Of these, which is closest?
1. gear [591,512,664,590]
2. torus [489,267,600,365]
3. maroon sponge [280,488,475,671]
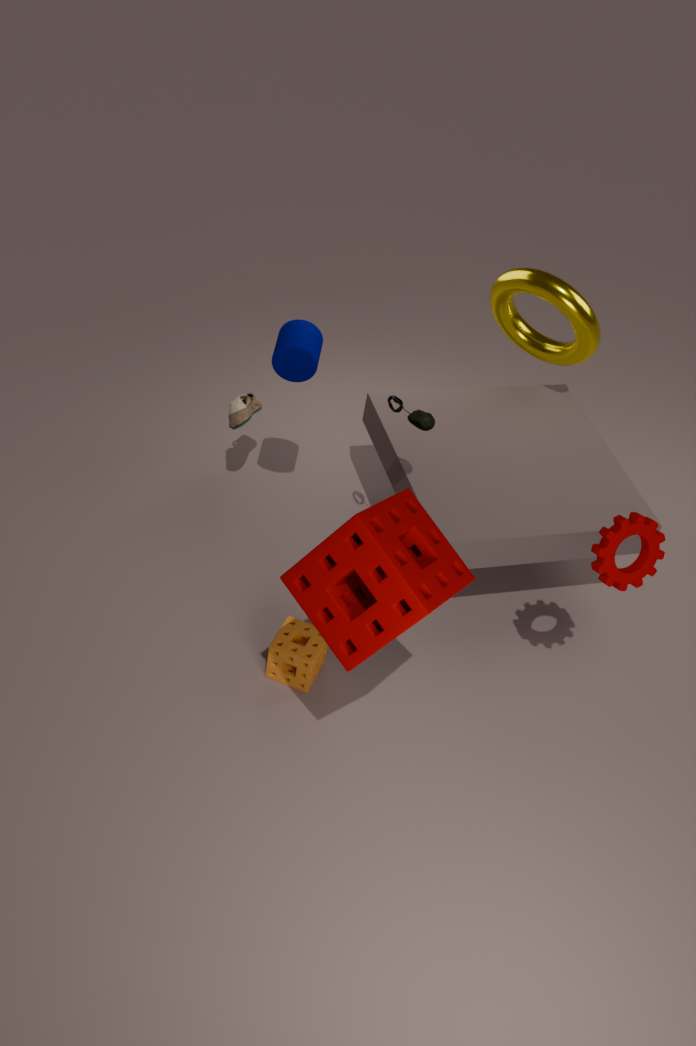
maroon sponge [280,488,475,671]
